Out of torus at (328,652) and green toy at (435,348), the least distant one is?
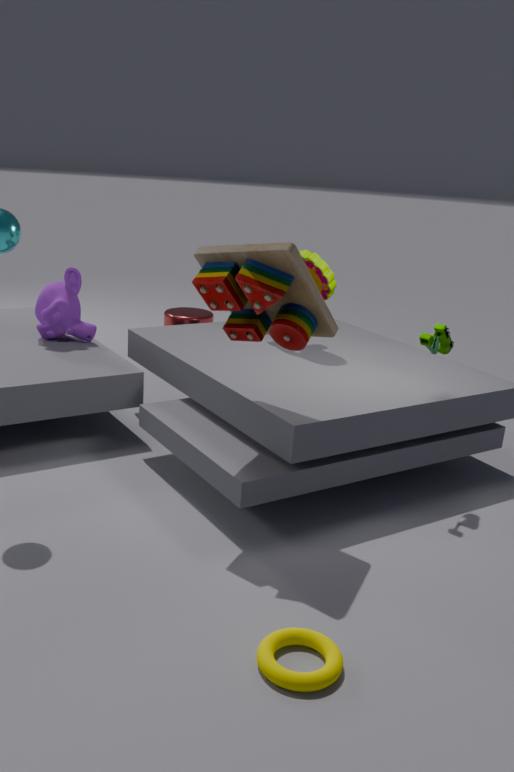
torus at (328,652)
